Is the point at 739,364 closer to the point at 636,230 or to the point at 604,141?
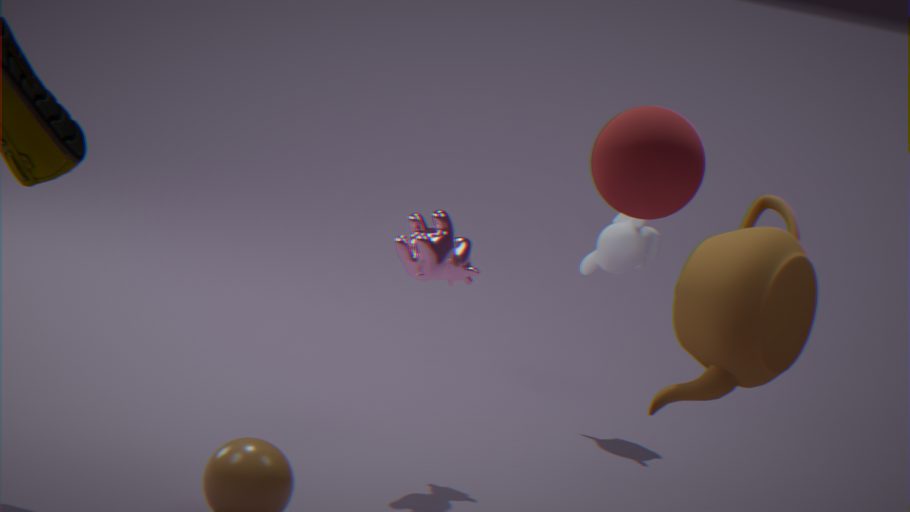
the point at 604,141
